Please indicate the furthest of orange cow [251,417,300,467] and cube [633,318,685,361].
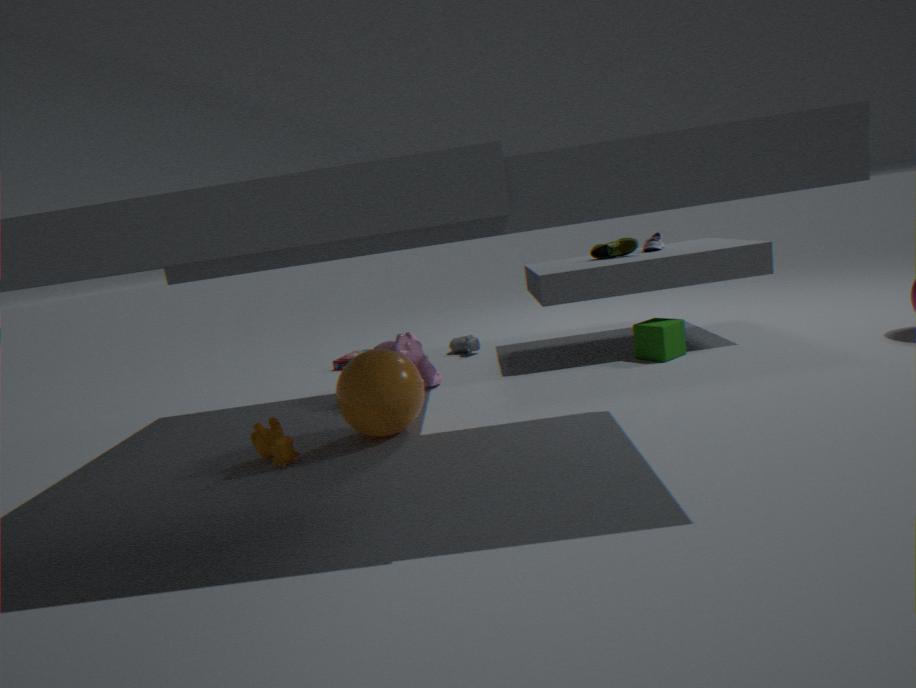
cube [633,318,685,361]
